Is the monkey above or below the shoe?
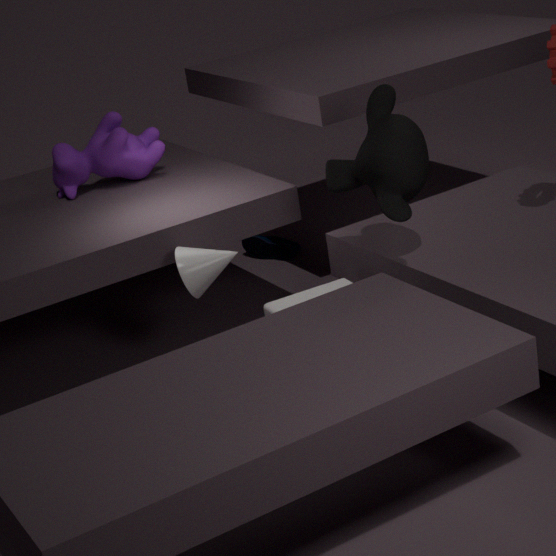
above
